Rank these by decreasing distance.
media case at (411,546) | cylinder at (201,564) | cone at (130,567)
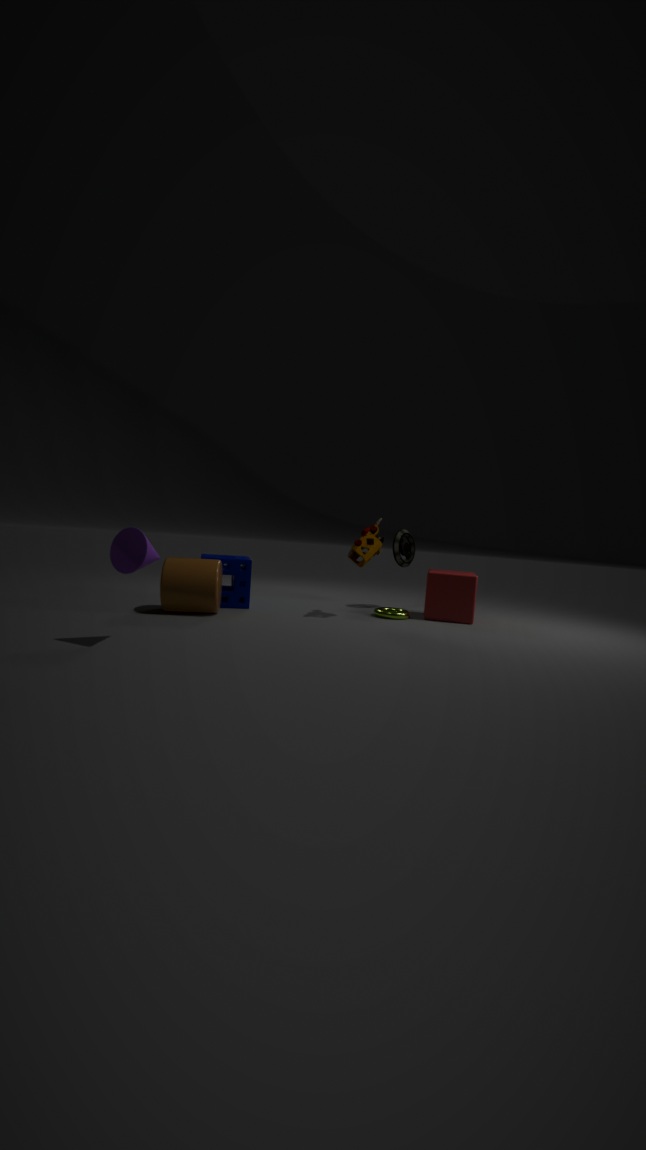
media case at (411,546), cylinder at (201,564), cone at (130,567)
